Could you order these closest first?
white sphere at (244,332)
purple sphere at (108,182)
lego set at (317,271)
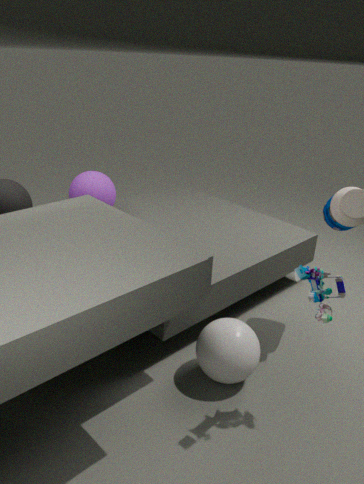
lego set at (317,271) → white sphere at (244,332) → purple sphere at (108,182)
